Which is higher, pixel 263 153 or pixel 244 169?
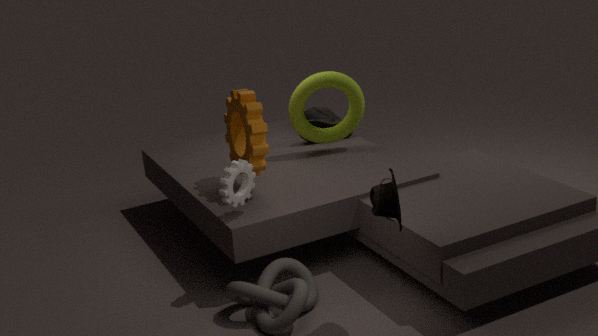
pixel 263 153
